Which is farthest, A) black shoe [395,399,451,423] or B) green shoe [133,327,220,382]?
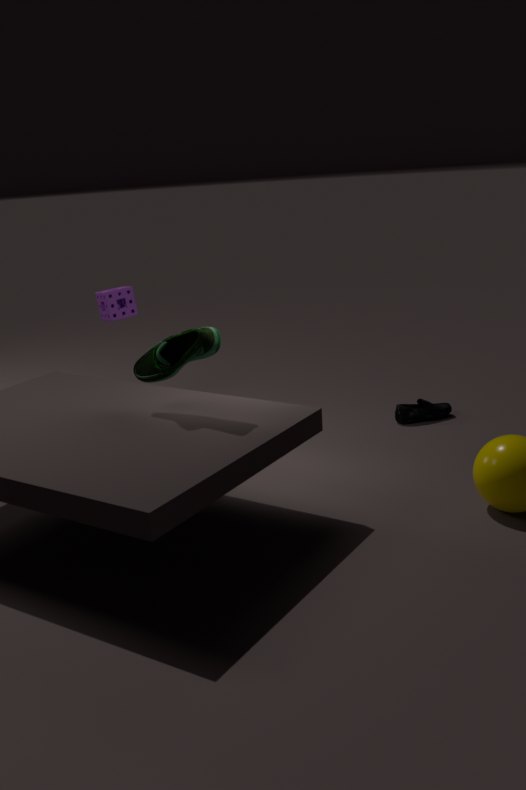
A. black shoe [395,399,451,423]
